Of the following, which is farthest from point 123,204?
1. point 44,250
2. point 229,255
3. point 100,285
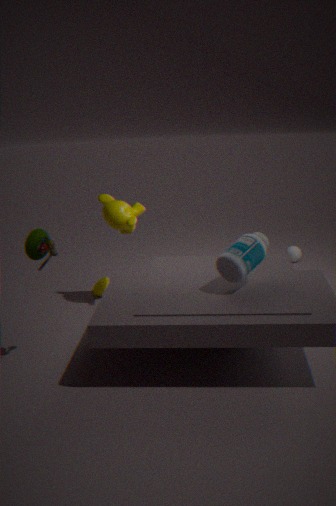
point 229,255
